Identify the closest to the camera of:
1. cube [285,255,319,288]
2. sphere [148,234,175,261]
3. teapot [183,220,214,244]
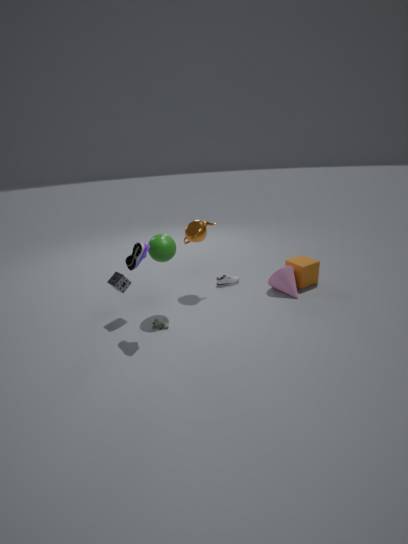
sphere [148,234,175,261]
